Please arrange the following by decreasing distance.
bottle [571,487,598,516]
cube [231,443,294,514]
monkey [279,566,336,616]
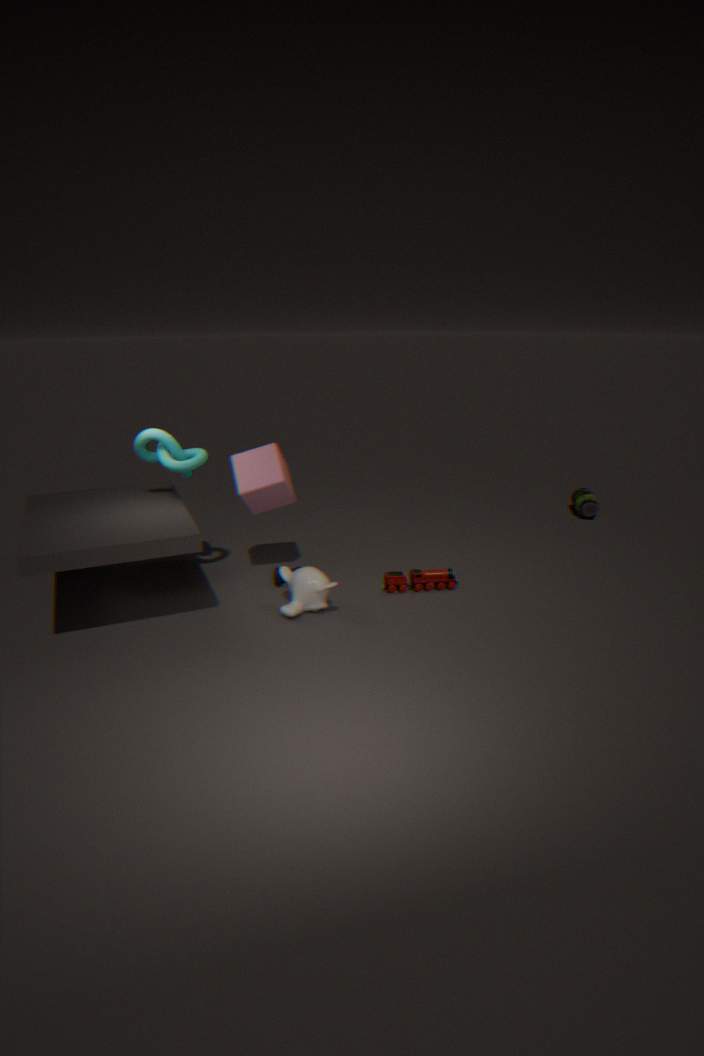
bottle [571,487,598,516]
cube [231,443,294,514]
monkey [279,566,336,616]
